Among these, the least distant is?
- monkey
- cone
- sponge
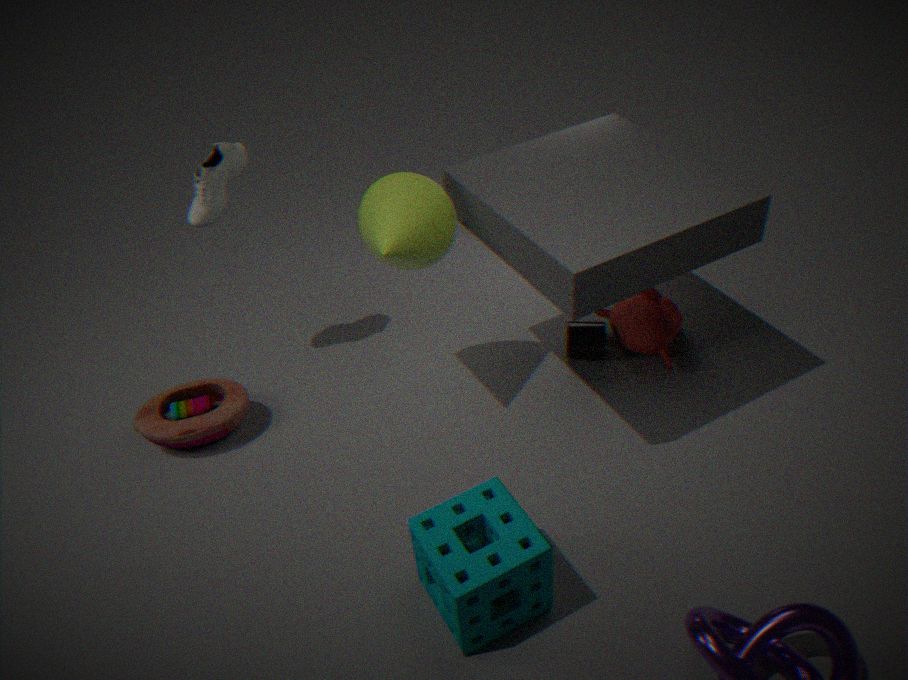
sponge
